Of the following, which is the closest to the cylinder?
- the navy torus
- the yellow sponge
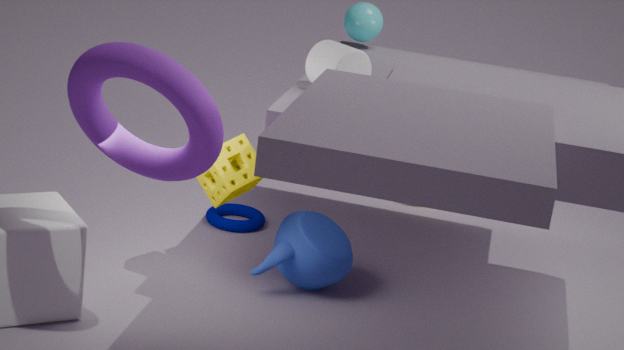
the yellow sponge
